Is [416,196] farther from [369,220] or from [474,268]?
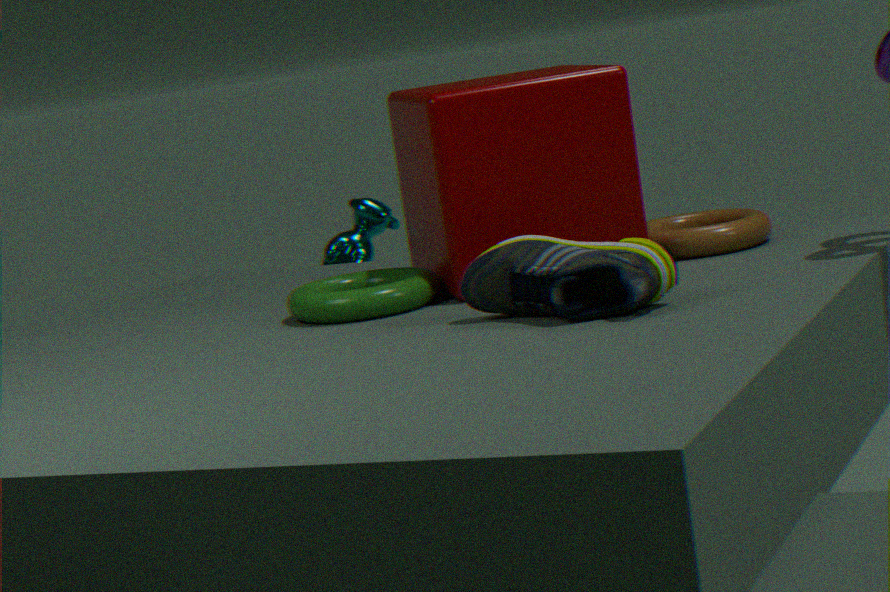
[369,220]
